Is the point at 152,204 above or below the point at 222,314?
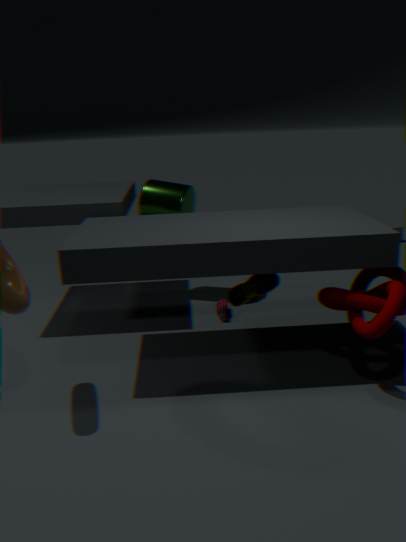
above
